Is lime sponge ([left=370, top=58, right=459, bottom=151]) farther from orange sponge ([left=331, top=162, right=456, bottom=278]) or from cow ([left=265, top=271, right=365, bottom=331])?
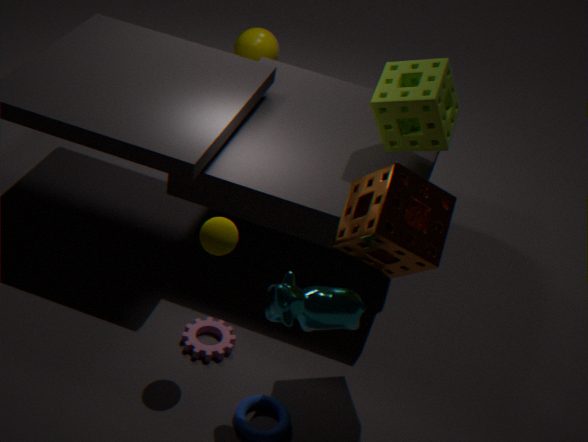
cow ([left=265, top=271, right=365, bottom=331])
